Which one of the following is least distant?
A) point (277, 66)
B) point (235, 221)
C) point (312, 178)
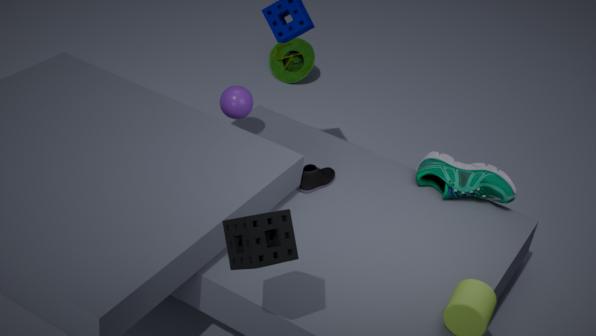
point (235, 221)
